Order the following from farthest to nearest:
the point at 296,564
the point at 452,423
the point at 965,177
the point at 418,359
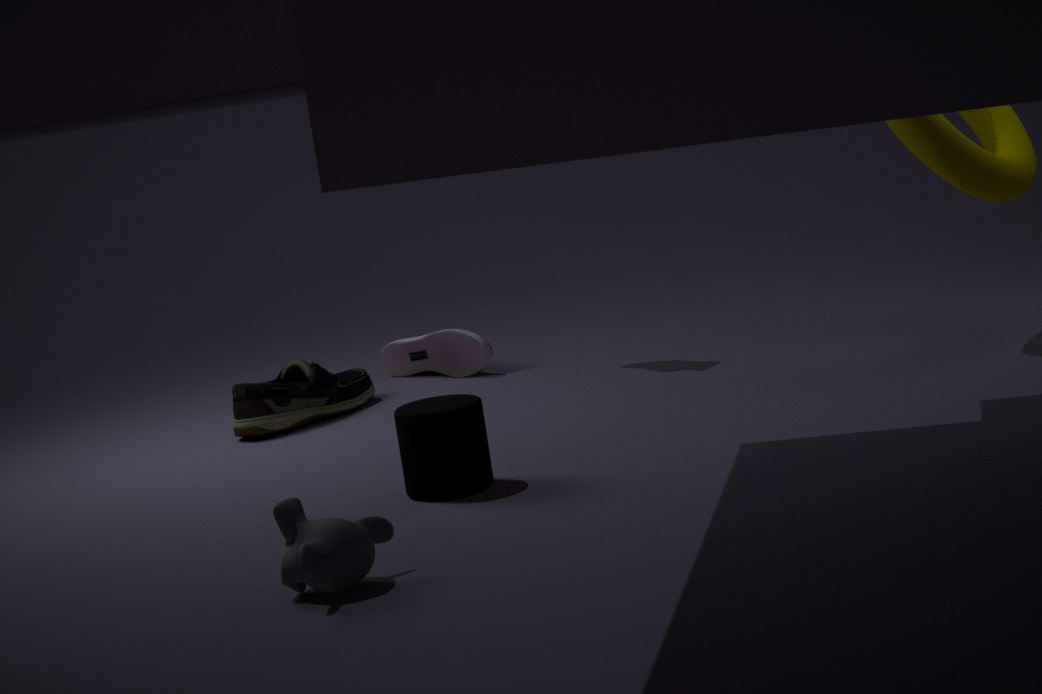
1. the point at 418,359
2. the point at 965,177
3. the point at 452,423
4. the point at 296,564
